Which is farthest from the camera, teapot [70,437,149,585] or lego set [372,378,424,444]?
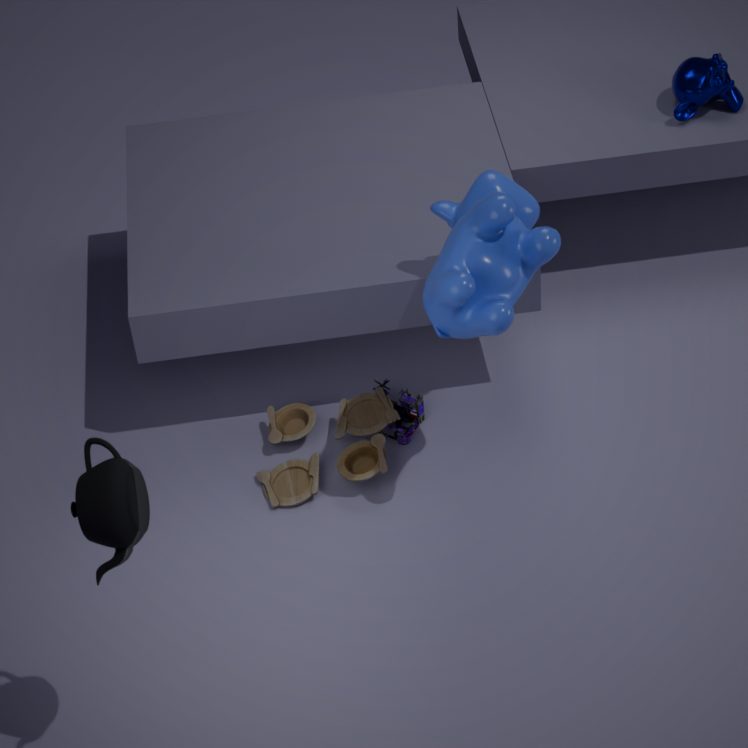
lego set [372,378,424,444]
